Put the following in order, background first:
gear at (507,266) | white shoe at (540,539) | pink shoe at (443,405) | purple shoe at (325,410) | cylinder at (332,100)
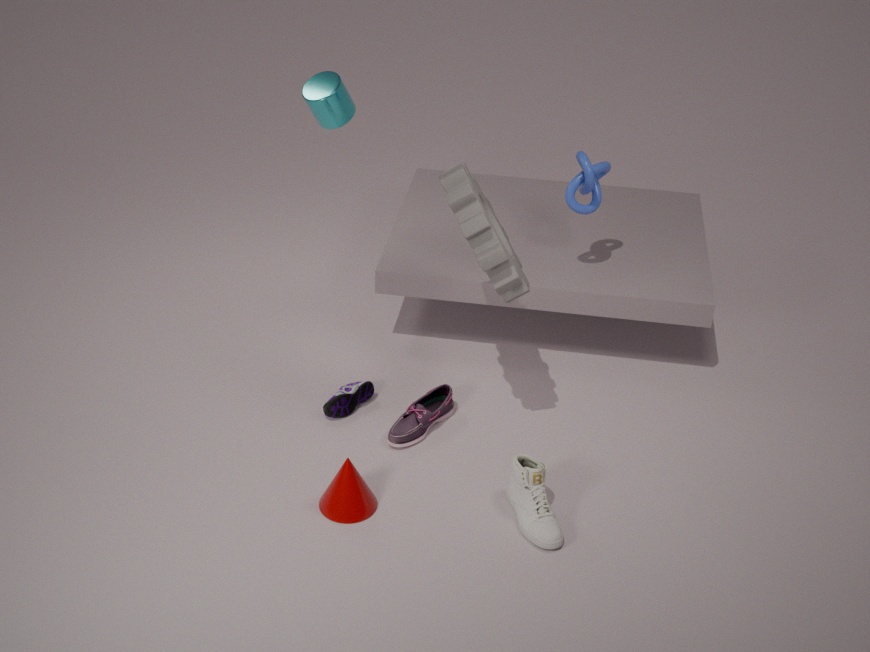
cylinder at (332,100), purple shoe at (325,410), pink shoe at (443,405), gear at (507,266), white shoe at (540,539)
